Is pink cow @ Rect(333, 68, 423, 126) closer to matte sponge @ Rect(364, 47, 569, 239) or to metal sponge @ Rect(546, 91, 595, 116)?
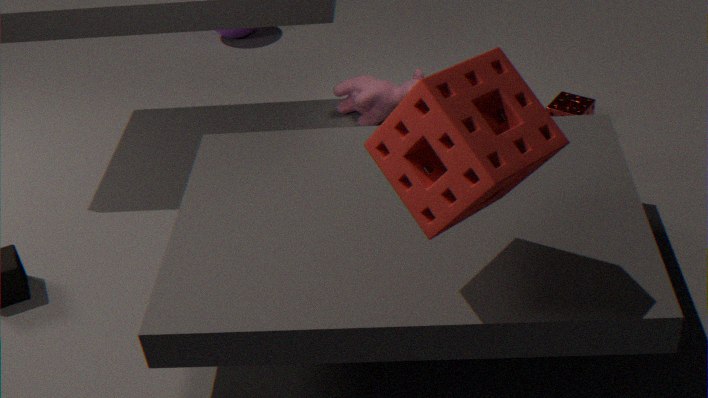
A: metal sponge @ Rect(546, 91, 595, 116)
